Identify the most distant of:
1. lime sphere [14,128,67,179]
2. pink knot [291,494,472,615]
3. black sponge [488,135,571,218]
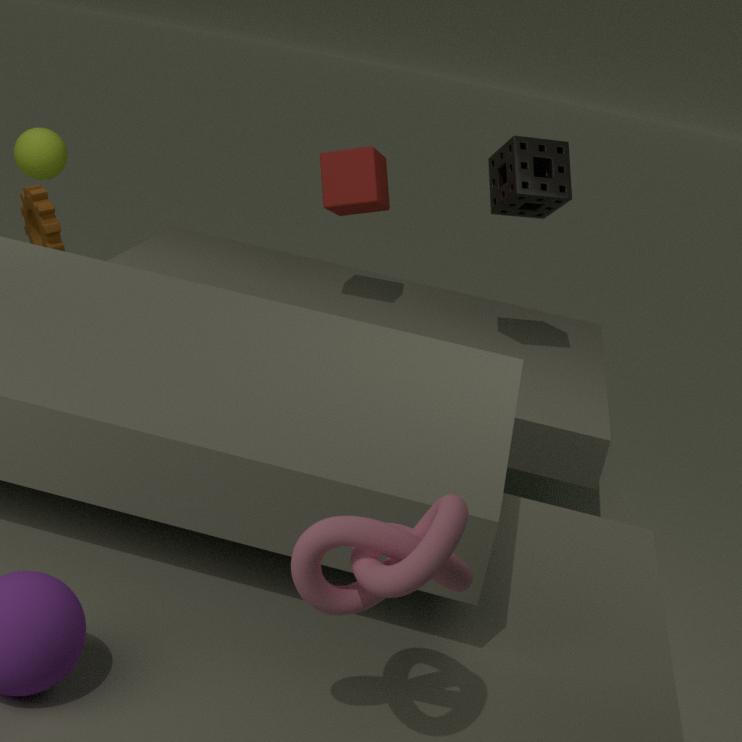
lime sphere [14,128,67,179]
